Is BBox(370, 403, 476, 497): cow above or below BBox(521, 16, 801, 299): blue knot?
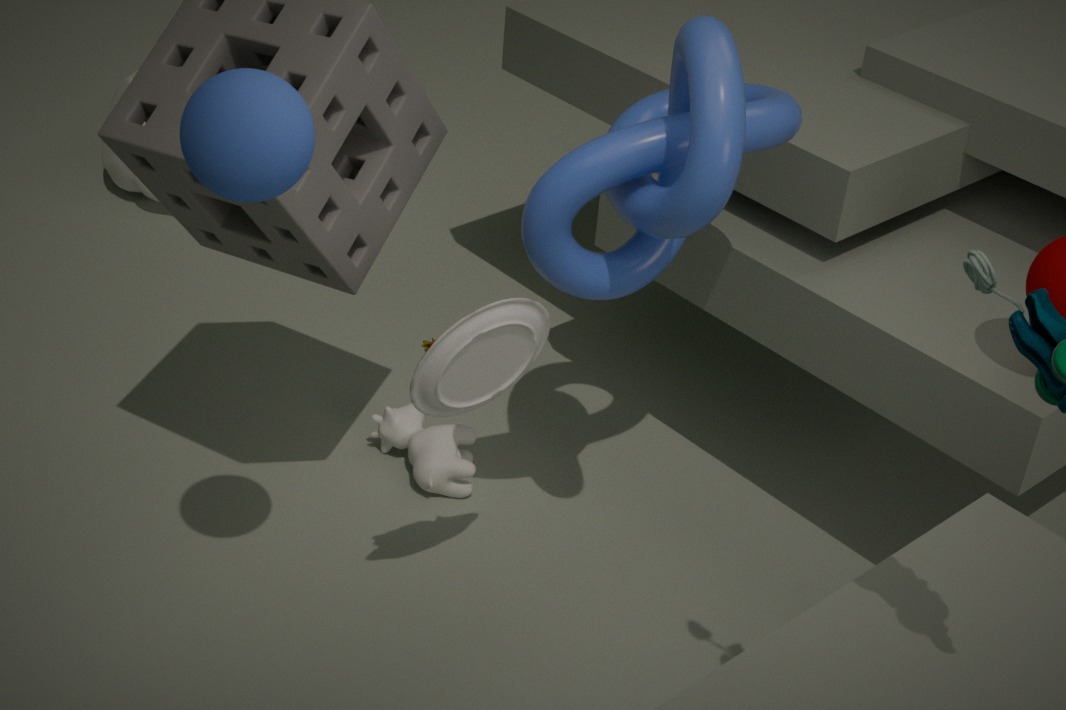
below
